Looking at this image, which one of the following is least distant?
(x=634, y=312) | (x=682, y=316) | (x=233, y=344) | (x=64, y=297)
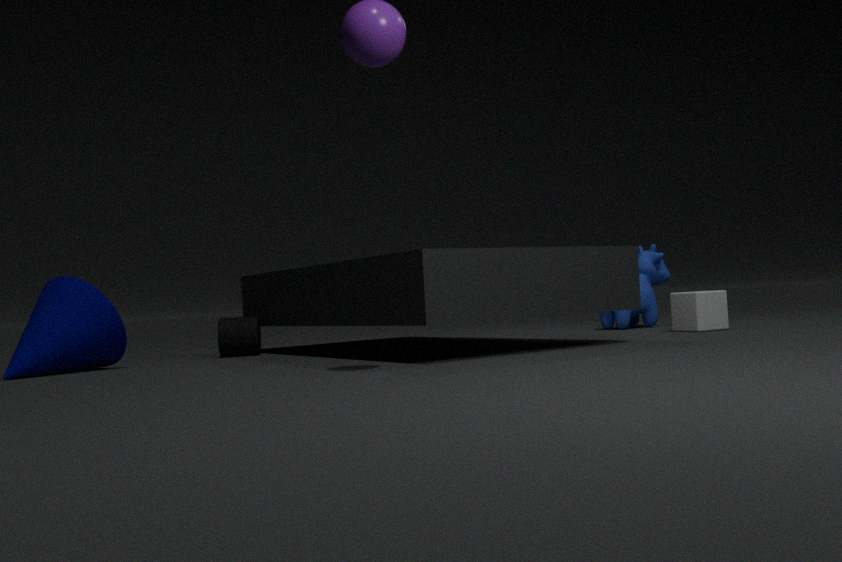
(x=64, y=297)
